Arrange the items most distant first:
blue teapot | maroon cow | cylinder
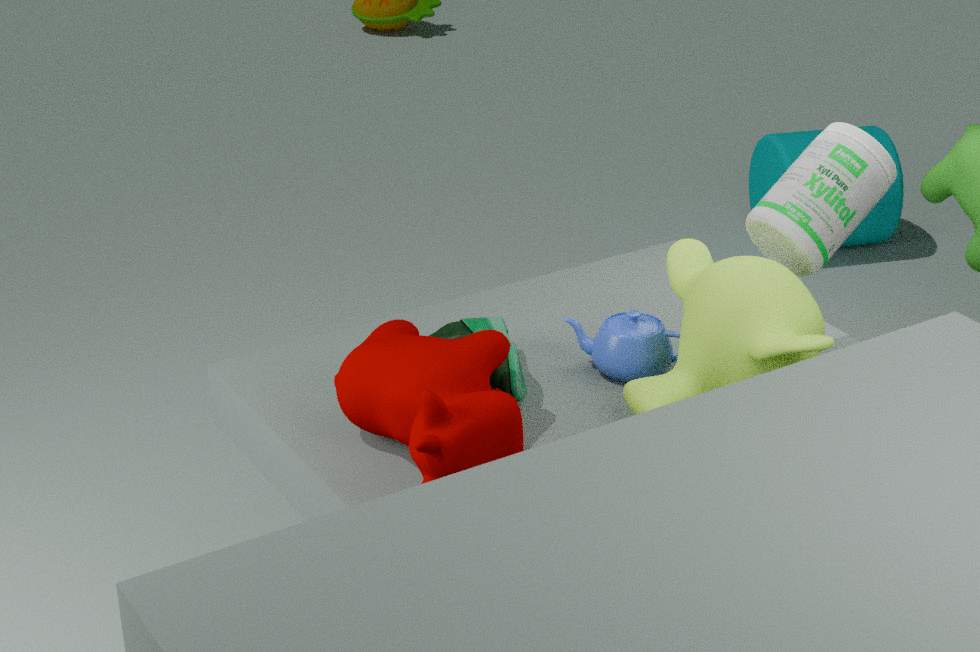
cylinder < blue teapot < maroon cow
